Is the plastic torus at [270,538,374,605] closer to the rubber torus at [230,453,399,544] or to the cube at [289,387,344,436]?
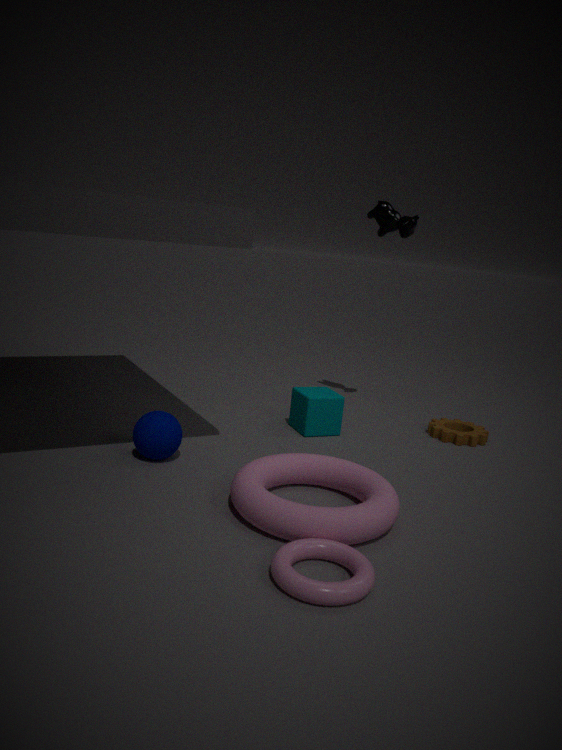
the rubber torus at [230,453,399,544]
